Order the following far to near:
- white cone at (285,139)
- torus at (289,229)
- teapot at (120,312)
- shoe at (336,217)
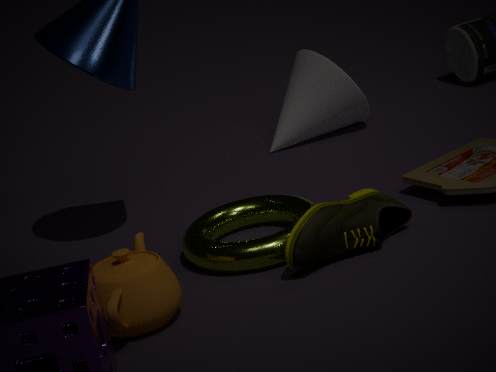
white cone at (285,139), torus at (289,229), shoe at (336,217), teapot at (120,312)
